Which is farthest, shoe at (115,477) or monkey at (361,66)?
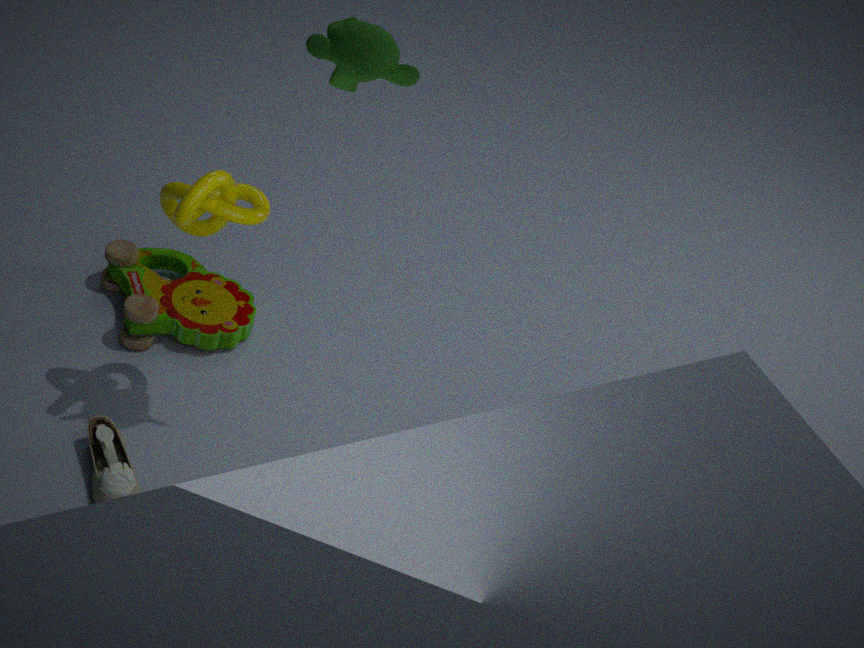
shoe at (115,477)
